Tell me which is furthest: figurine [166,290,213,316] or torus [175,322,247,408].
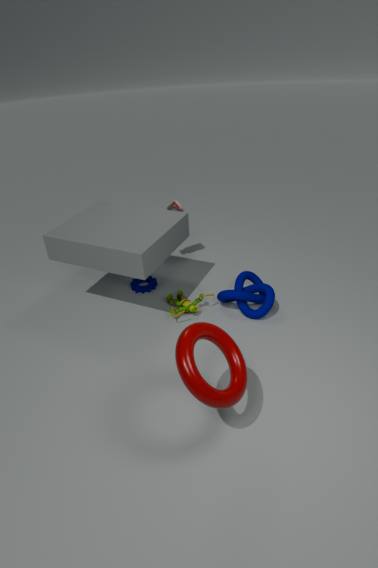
figurine [166,290,213,316]
